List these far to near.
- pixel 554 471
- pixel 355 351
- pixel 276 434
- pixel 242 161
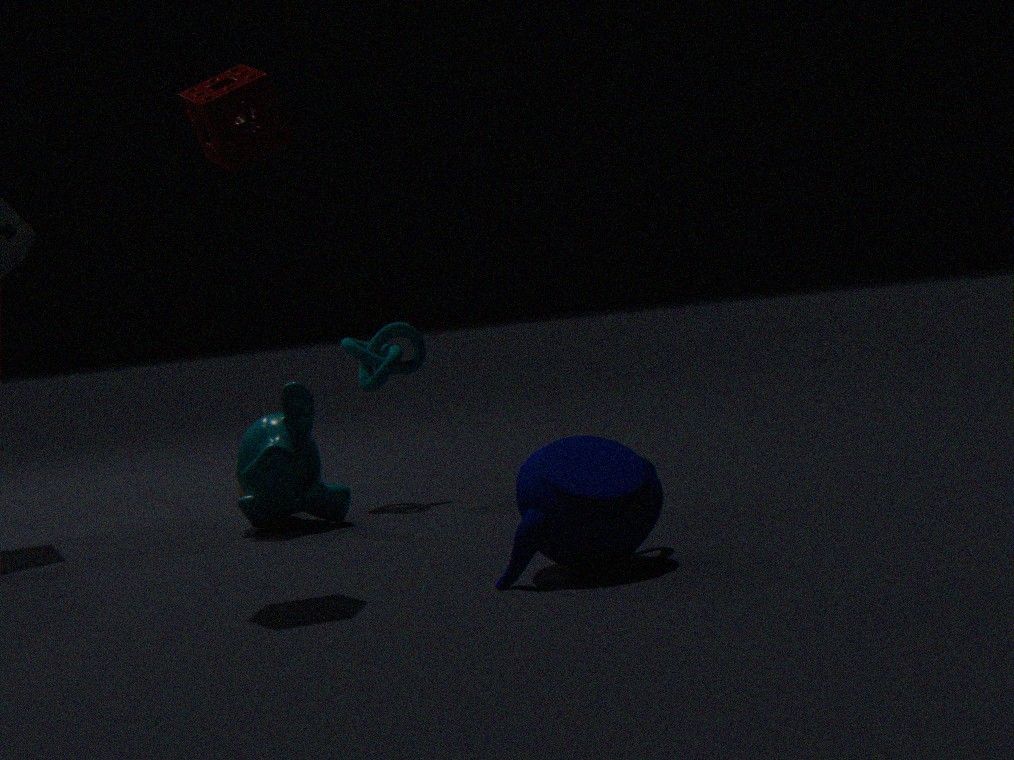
pixel 355 351, pixel 276 434, pixel 242 161, pixel 554 471
